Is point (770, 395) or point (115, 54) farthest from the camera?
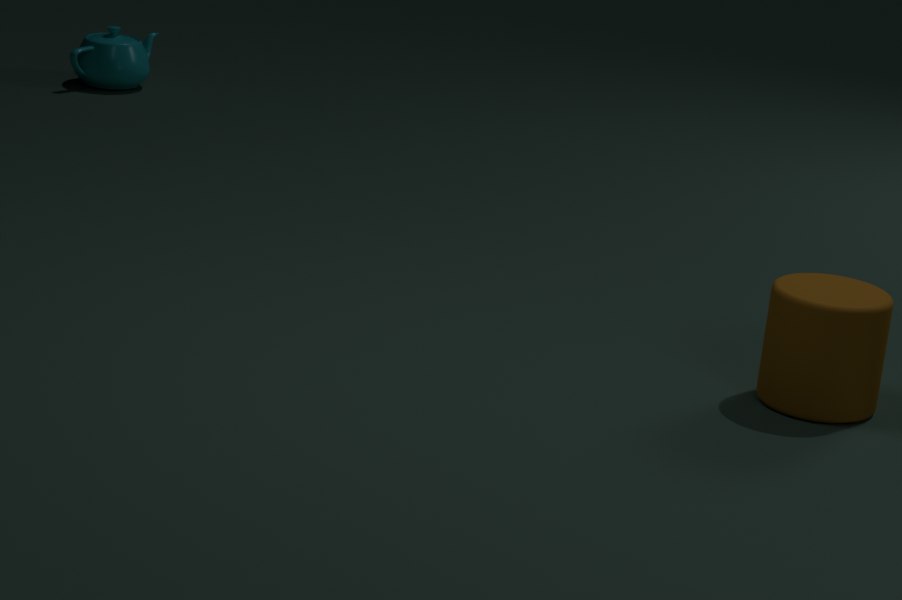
point (115, 54)
